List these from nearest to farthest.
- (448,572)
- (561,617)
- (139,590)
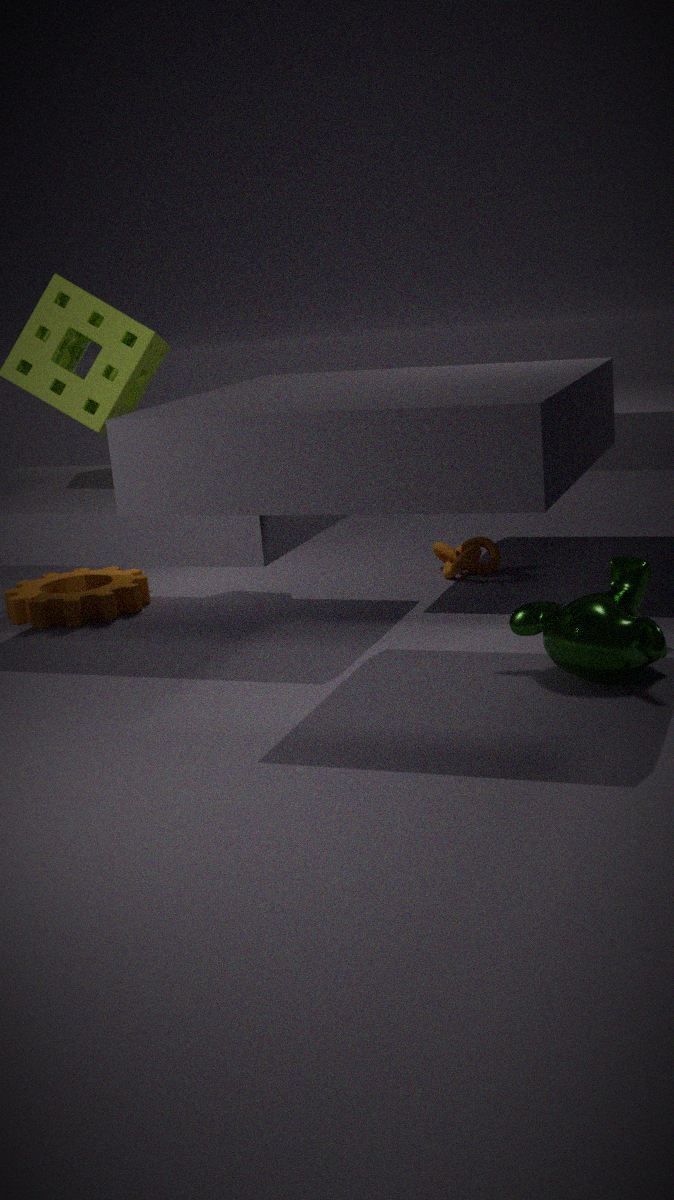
(561,617)
(139,590)
(448,572)
